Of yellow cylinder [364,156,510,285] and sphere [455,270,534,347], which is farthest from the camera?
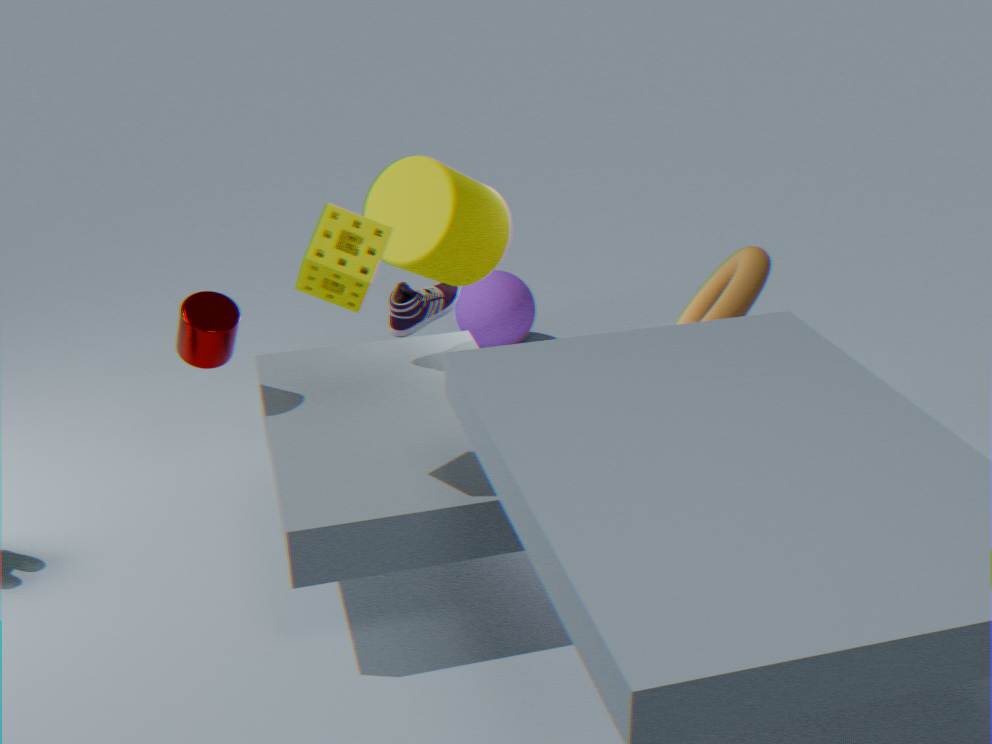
sphere [455,270,534,347]
